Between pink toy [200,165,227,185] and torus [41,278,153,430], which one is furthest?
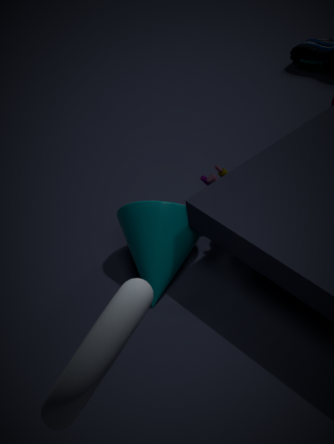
pink toy [200,165,227,185]
